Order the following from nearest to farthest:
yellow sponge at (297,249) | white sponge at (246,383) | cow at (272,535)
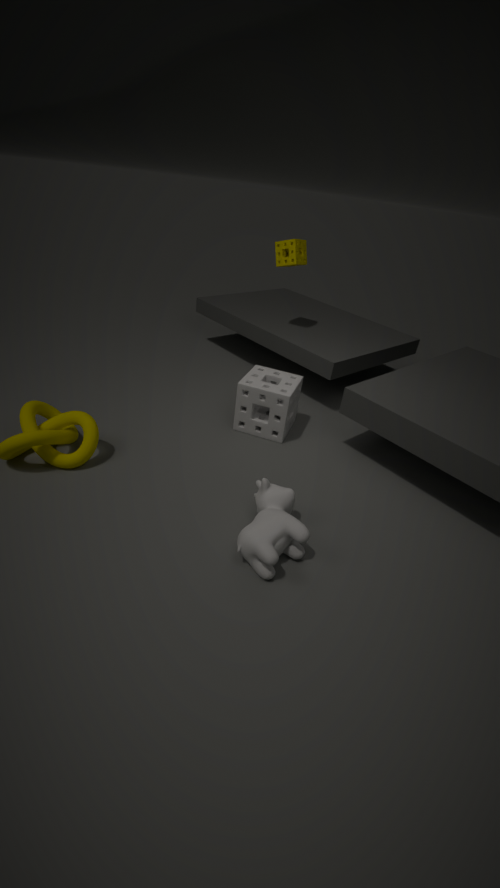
cow at (272,535) → white sponge at (246,383) → yellow sponge at (297,249)
